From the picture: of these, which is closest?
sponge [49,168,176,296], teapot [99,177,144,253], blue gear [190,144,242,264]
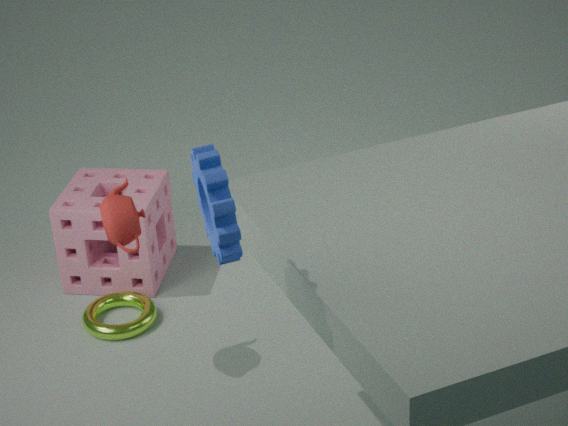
blue gear [190,144,242,264]
